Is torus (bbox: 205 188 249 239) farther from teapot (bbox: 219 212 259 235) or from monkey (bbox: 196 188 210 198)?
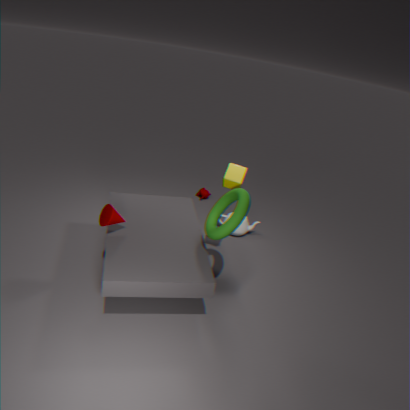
monkey (bbox: 196 188 210 198)
